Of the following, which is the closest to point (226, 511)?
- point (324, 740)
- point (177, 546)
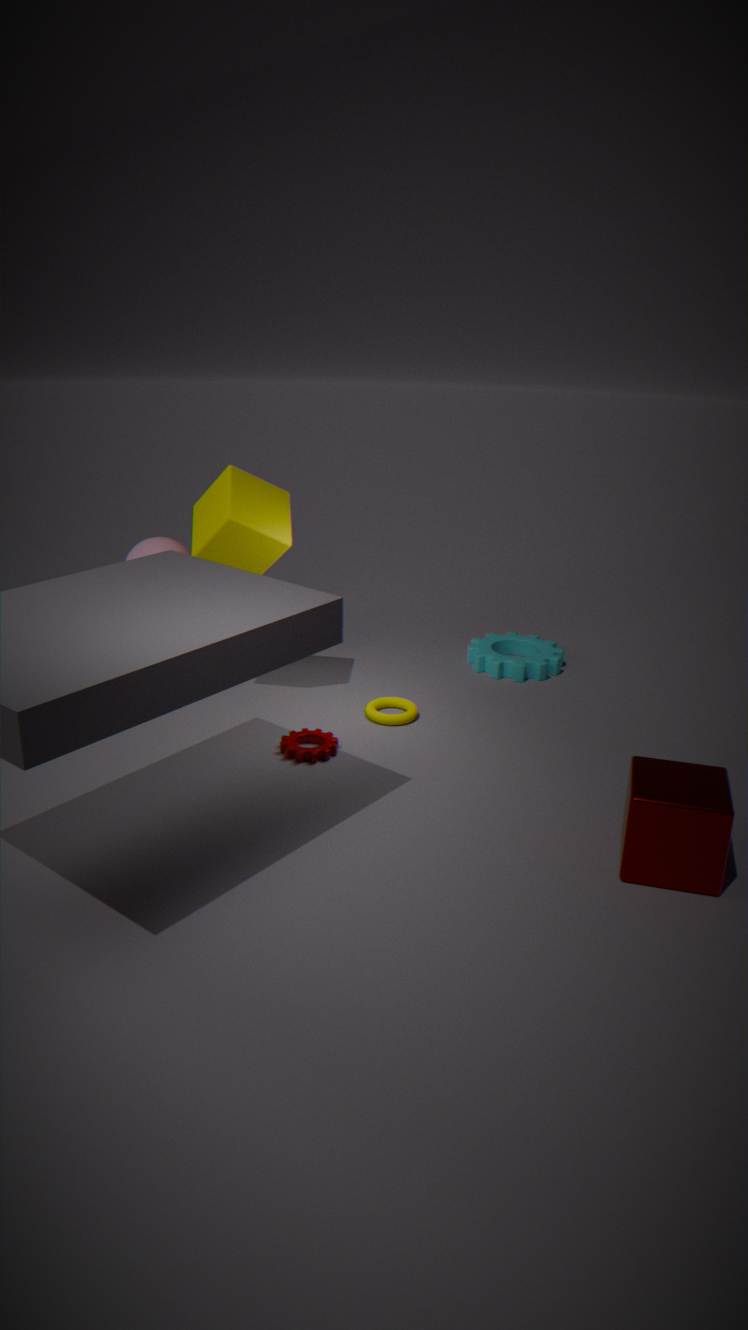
point (177, 546)
